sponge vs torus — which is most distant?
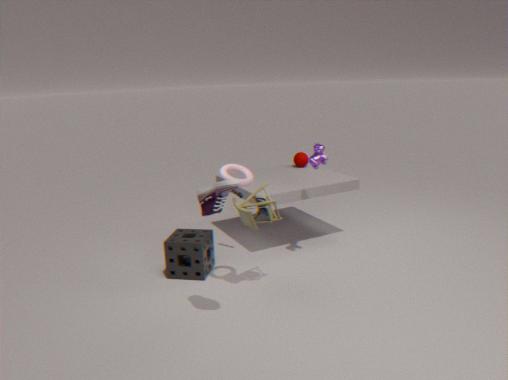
sponge
